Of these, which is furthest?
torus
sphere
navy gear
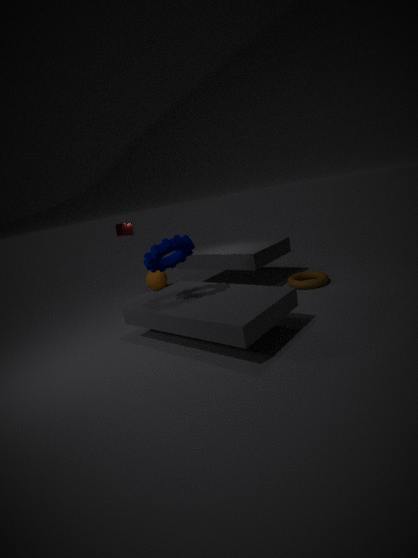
sphere
